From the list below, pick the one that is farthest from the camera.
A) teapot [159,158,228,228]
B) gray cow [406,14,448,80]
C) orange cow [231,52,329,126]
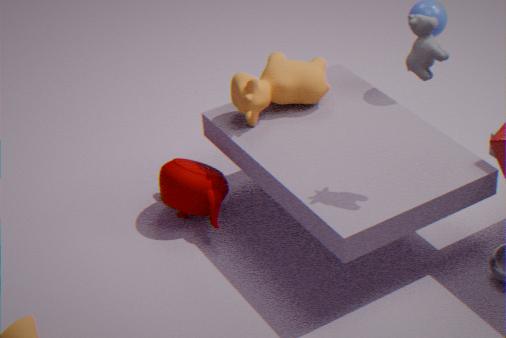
teapot [159,158,228,228]
